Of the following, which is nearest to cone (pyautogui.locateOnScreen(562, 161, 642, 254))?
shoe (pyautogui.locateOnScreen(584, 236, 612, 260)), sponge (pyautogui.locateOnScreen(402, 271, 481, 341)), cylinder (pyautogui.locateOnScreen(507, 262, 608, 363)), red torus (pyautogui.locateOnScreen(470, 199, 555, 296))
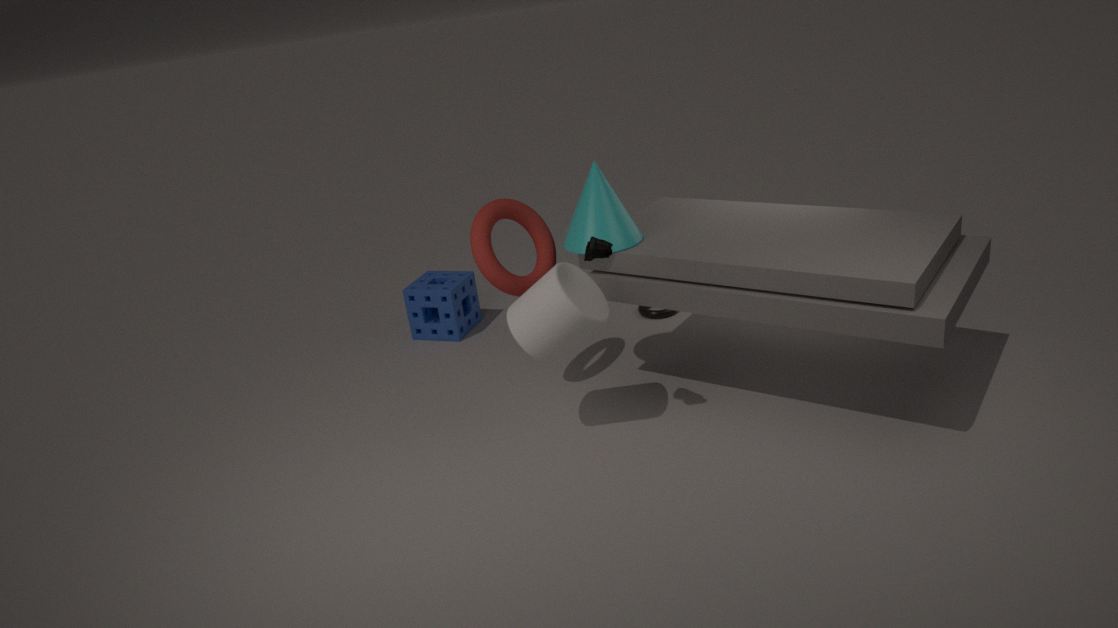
red torus (pyautogui.locateOnScreen(470, 199, 555, 296))
